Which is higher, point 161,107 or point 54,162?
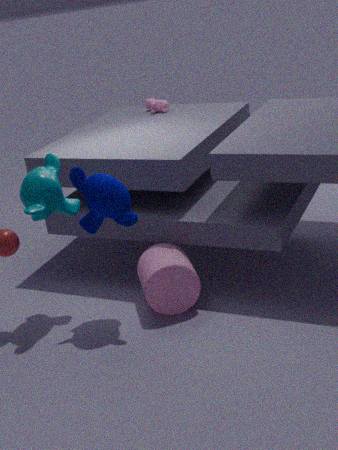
point 161,107
